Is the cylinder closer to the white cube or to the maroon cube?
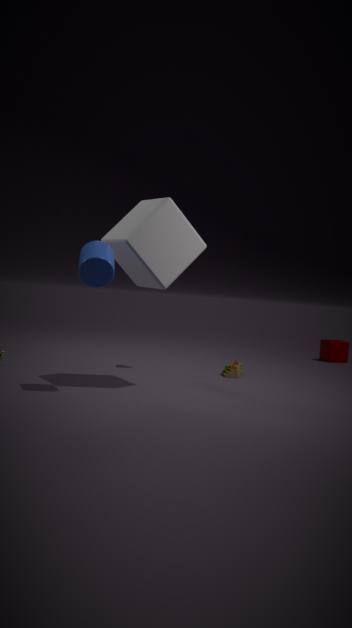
the white cube
